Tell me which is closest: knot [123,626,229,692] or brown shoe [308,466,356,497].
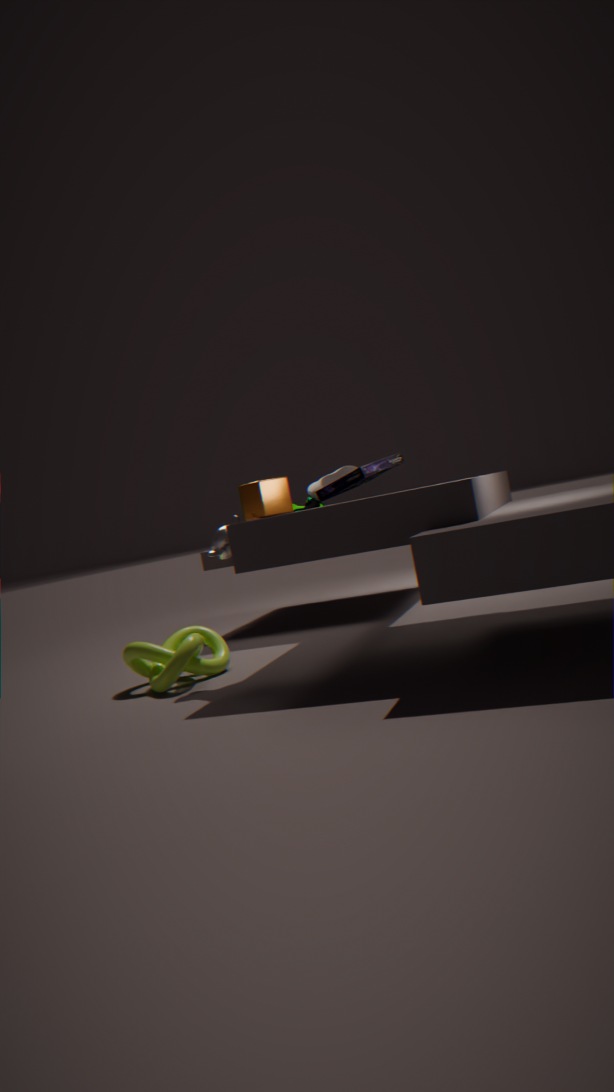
knot [123,626,229,692]
